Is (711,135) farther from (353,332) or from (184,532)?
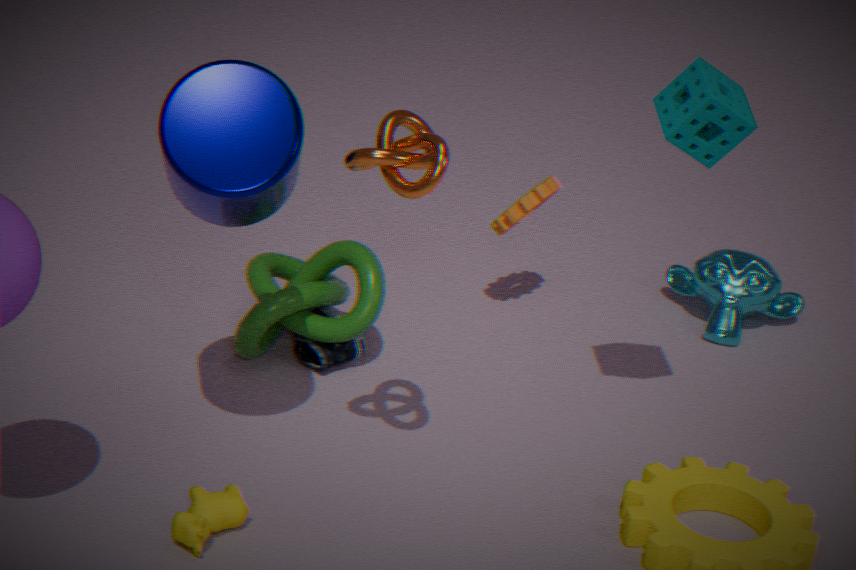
(184,532)
